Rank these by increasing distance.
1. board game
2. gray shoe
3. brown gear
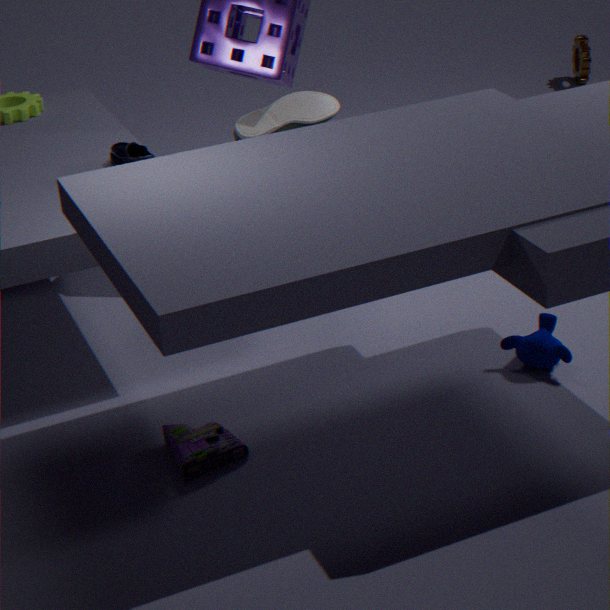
1. board game
2. gray shoe
3. brown gear
